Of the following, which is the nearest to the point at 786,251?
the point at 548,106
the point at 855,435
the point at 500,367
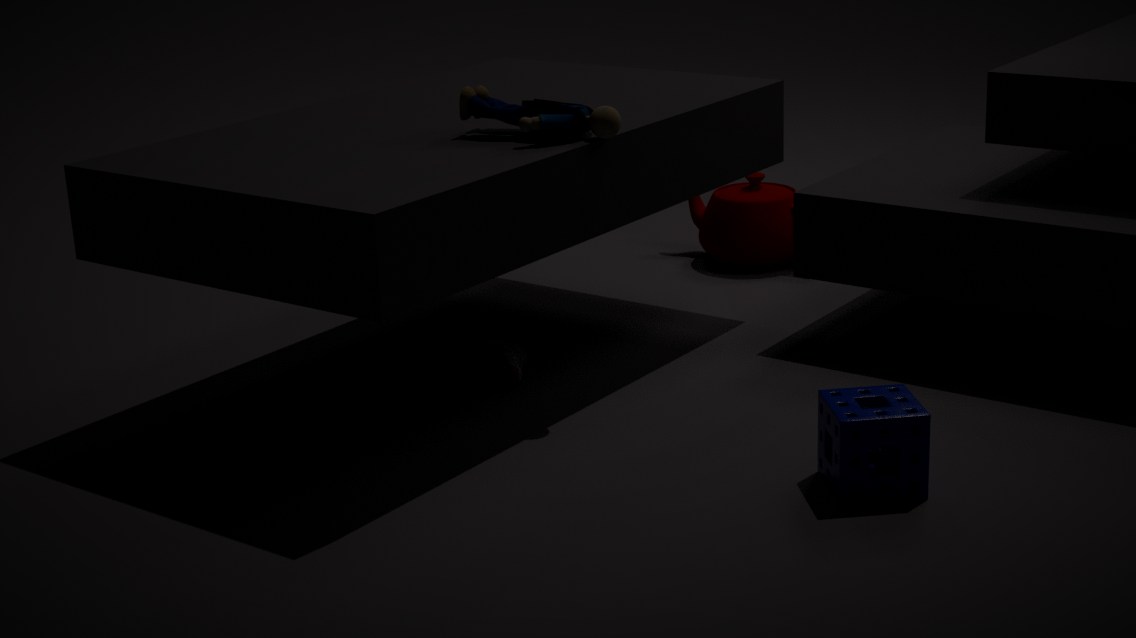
the point at 500,367
